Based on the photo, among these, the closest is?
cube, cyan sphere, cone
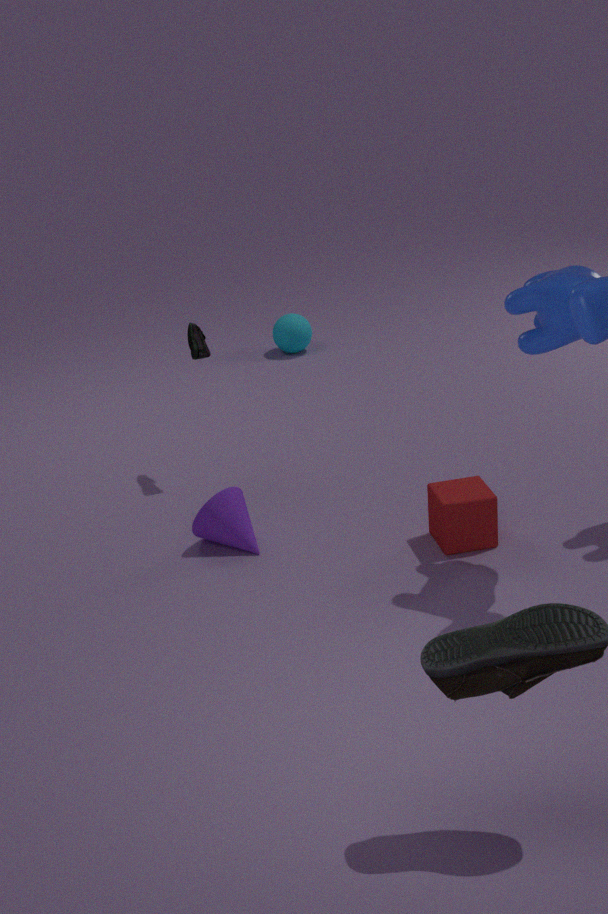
cube
